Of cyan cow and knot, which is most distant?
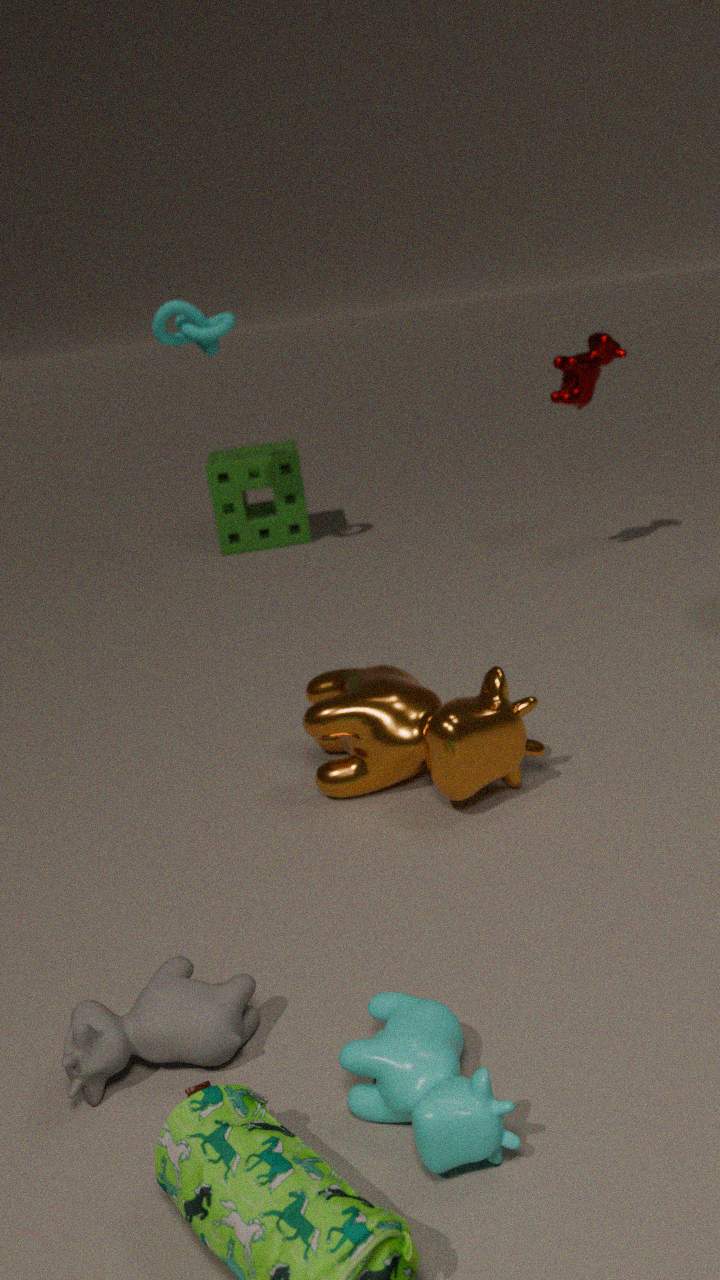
knot
